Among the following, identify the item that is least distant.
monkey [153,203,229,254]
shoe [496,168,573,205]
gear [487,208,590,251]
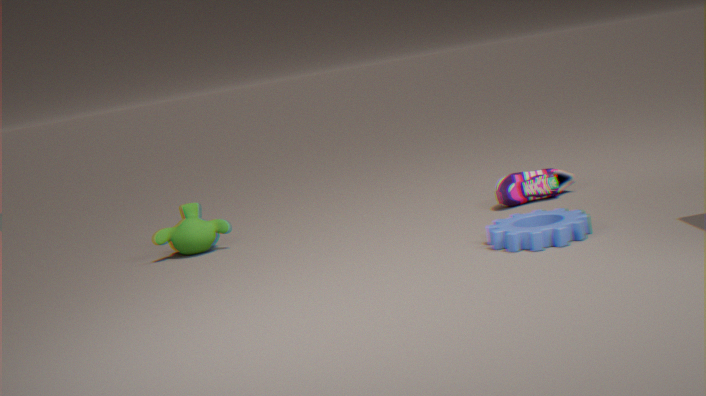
gear [487,208,590,251]
